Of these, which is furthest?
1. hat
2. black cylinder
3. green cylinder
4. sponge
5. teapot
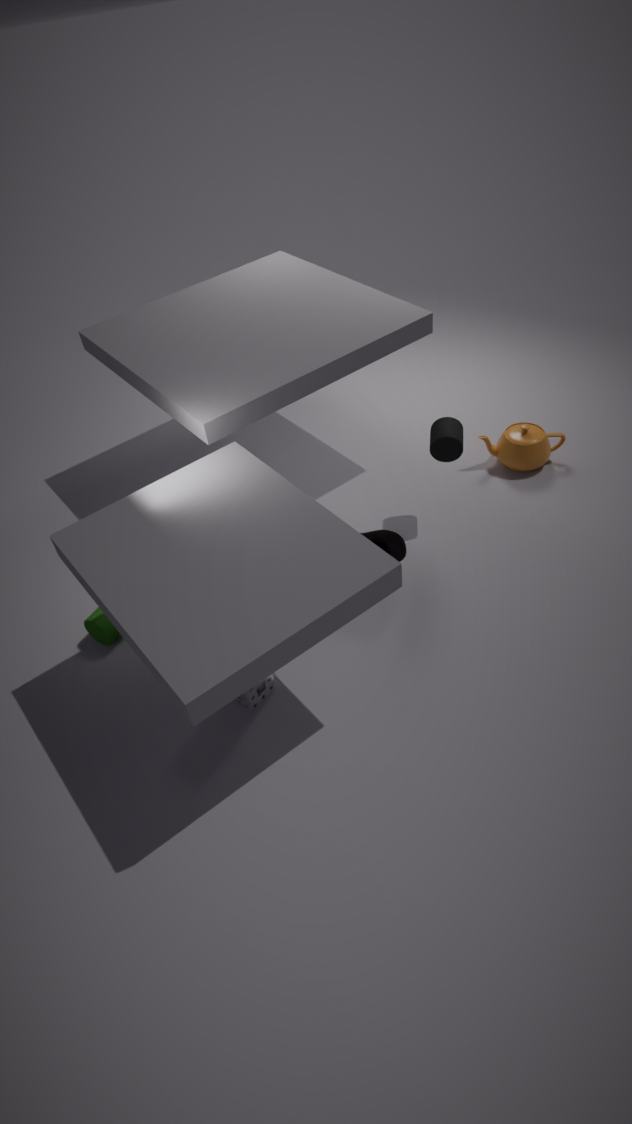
teapot
